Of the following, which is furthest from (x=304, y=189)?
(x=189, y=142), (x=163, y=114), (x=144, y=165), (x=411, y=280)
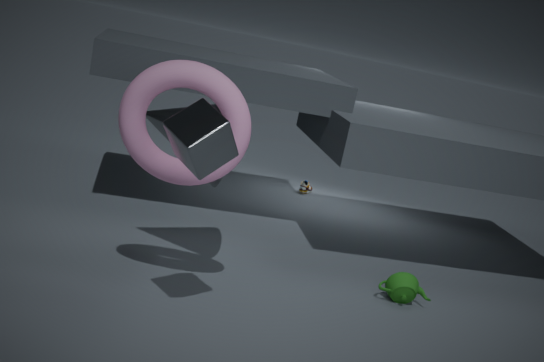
(x=189, y=142)
